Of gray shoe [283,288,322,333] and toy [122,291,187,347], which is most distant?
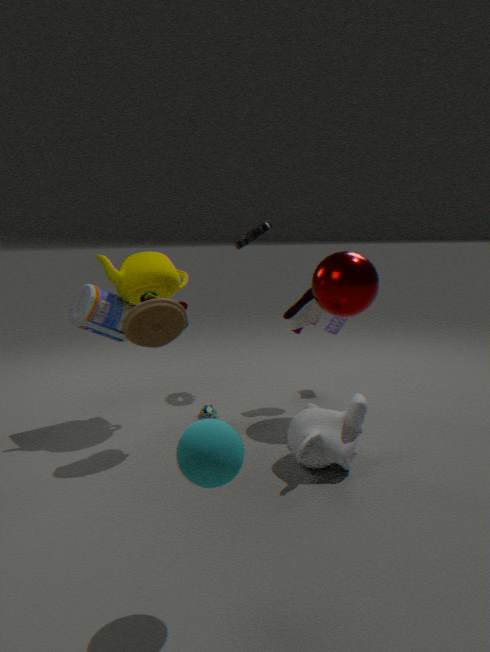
gray shoe [283,288,322,333]
